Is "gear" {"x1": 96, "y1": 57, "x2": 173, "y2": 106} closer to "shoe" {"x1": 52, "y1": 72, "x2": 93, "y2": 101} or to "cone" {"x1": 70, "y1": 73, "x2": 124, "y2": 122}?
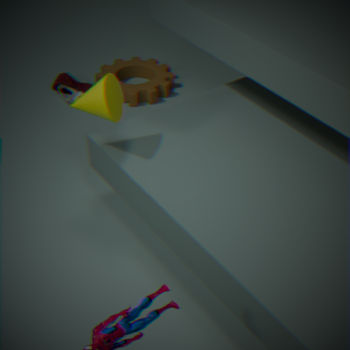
"shoe" {"x1": 52, "y1": 72, "x2": 93, "y2": 101}
